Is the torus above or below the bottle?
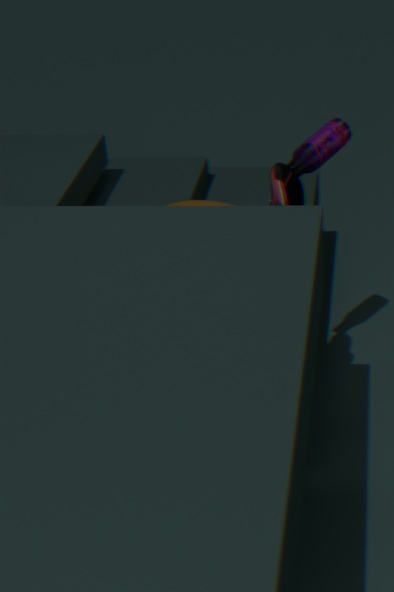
below
